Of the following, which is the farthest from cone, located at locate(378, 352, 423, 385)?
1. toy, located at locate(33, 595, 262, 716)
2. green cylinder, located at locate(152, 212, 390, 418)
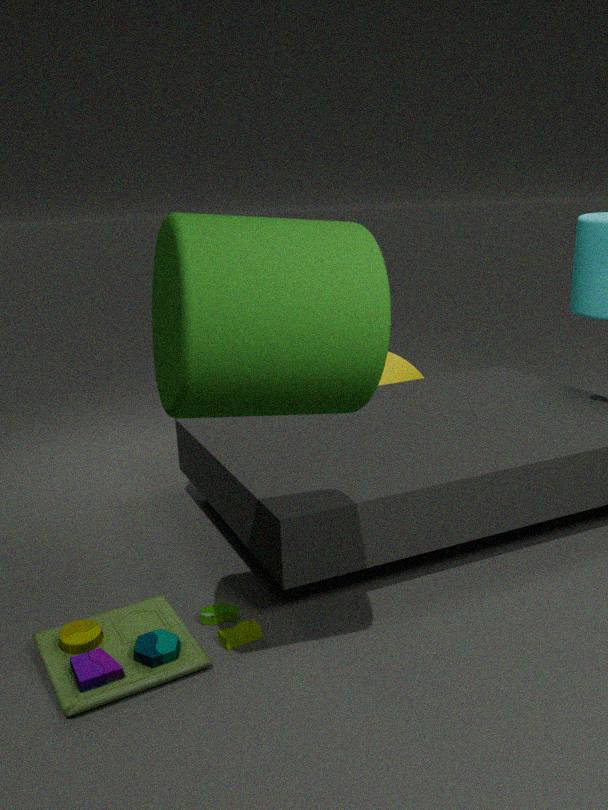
green cylinder, located at locate(152, 212, 390, 418)
